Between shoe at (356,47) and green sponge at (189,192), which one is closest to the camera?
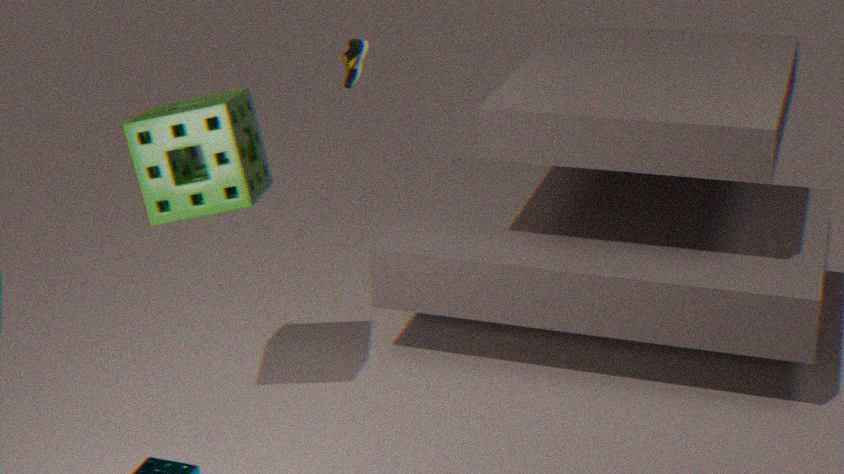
green sponge at (189,192)
